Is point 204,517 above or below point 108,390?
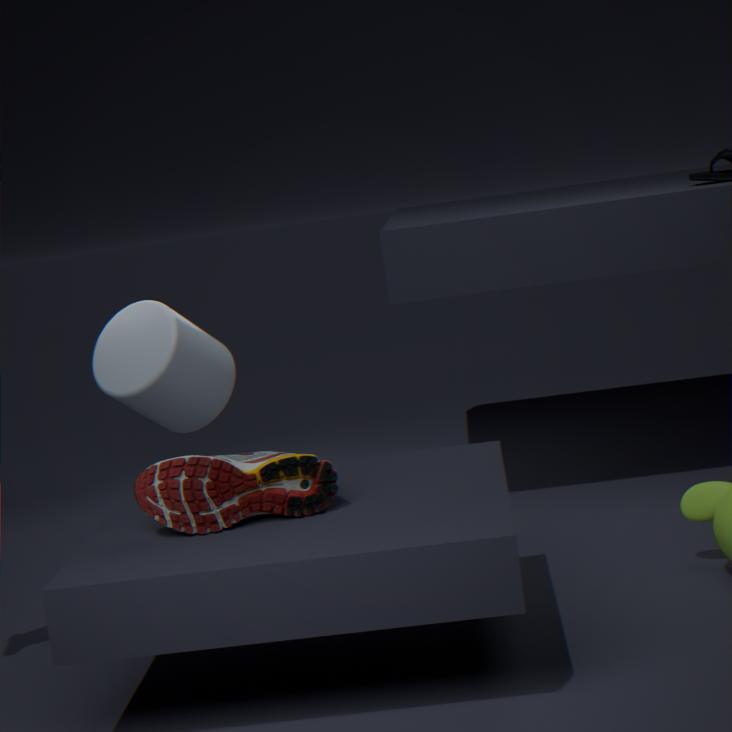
below
